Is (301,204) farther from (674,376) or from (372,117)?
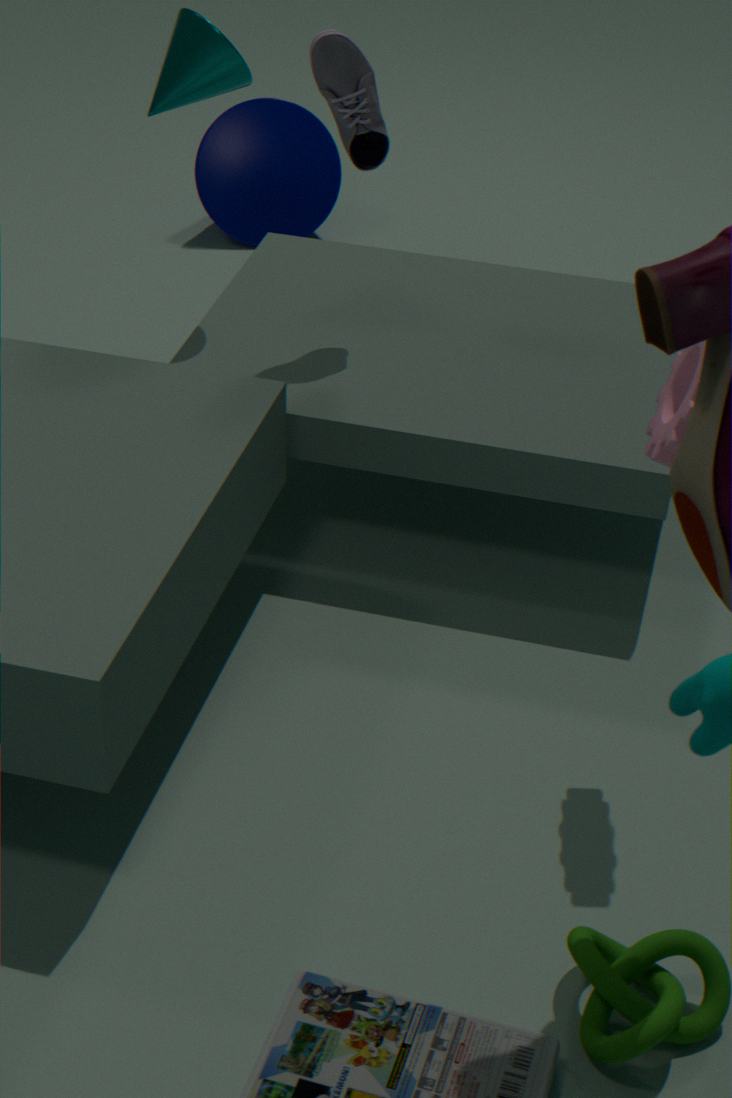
(674,376)
